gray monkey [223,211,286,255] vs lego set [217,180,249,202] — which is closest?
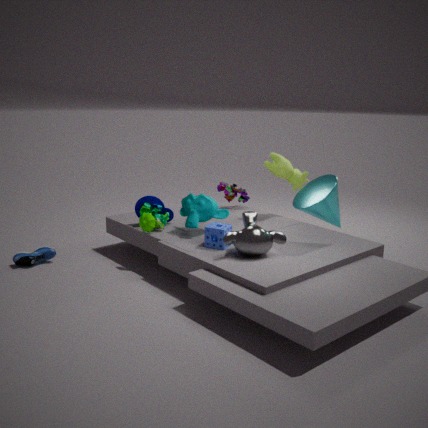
gray monkey [223,211,286,255]
